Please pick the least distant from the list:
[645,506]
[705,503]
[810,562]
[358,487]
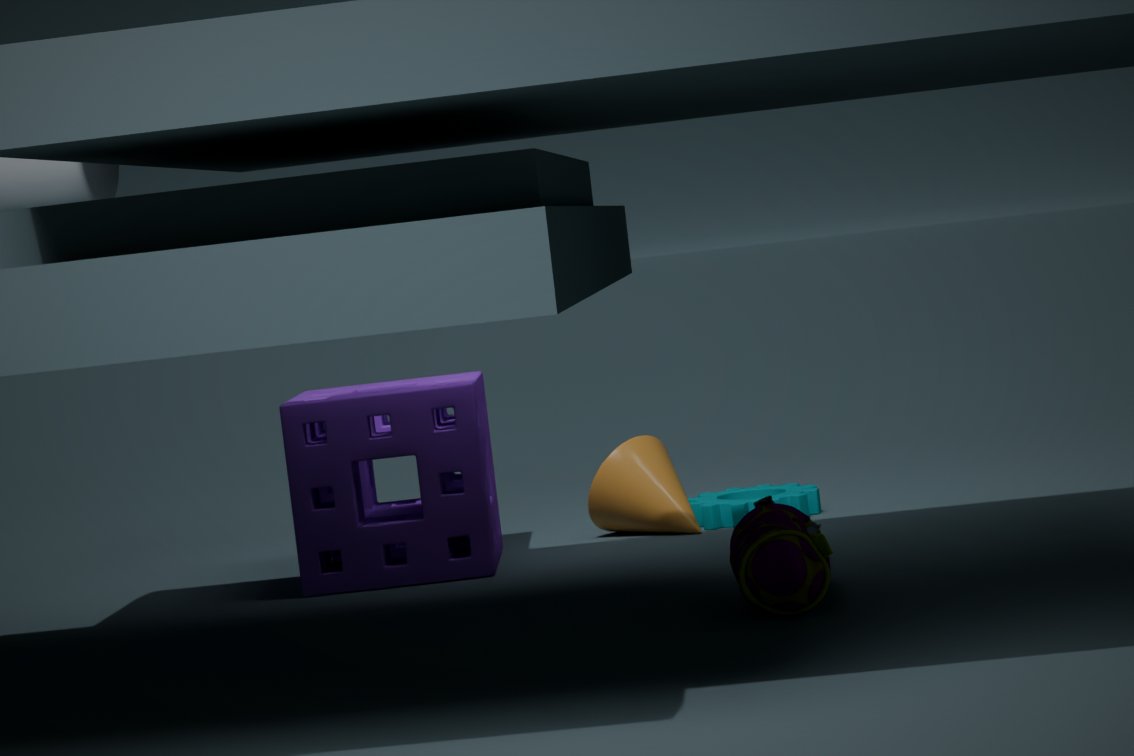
[810,562]
